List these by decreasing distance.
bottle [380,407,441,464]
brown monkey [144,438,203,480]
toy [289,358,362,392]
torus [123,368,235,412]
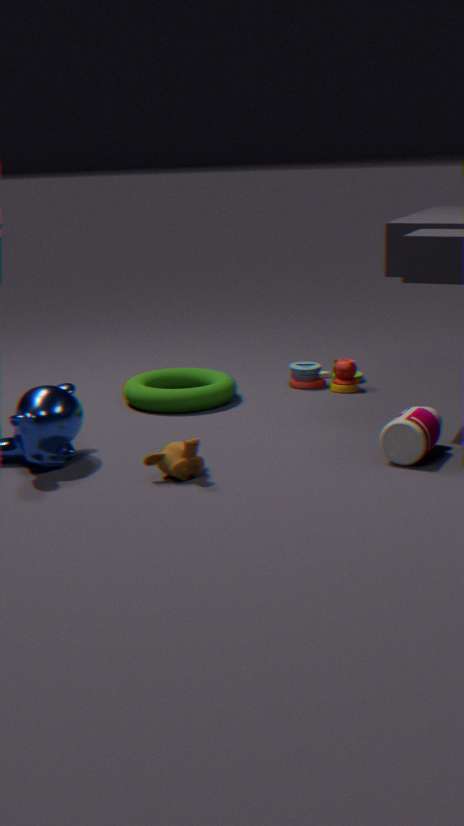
toy [289,358,362,392]
torus [123,368,235,412]
bottle [380,407,441,464]
brown monkey [144,438,203,480]
